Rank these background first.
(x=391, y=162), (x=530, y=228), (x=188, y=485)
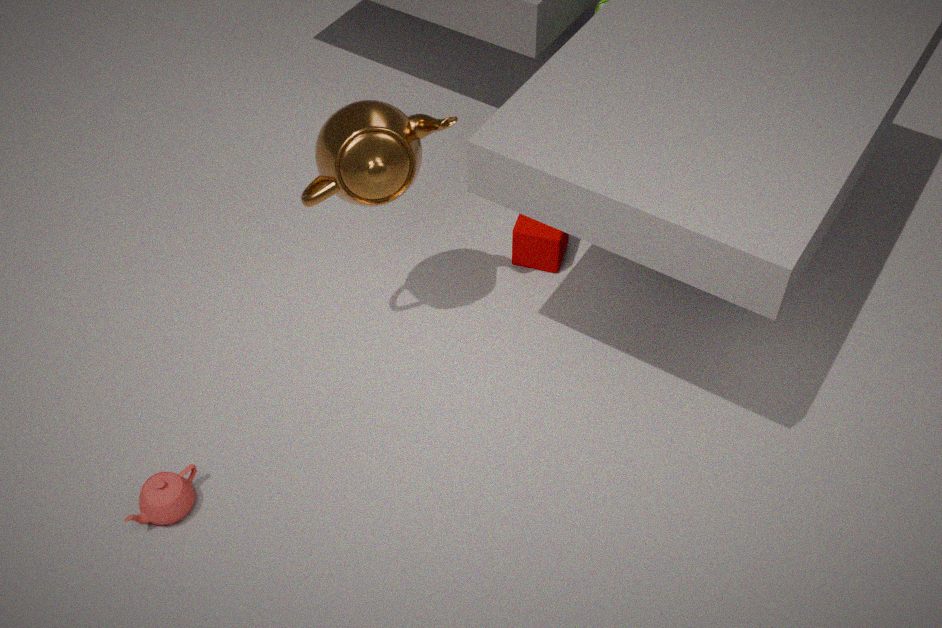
(x=530, y=228) → (x=188, y=485) → (x=391, y=162)
